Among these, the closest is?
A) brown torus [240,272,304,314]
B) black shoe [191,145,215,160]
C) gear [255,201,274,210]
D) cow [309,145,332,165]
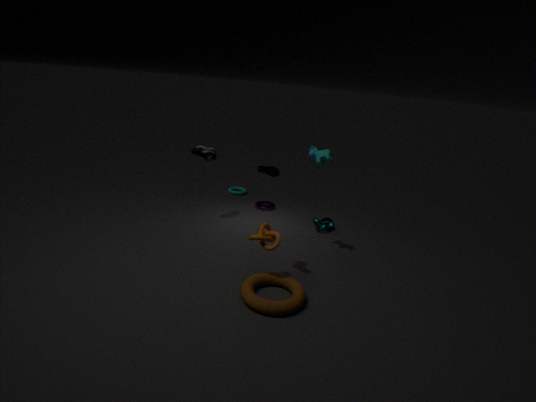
brown torus [240,272,304,314]
